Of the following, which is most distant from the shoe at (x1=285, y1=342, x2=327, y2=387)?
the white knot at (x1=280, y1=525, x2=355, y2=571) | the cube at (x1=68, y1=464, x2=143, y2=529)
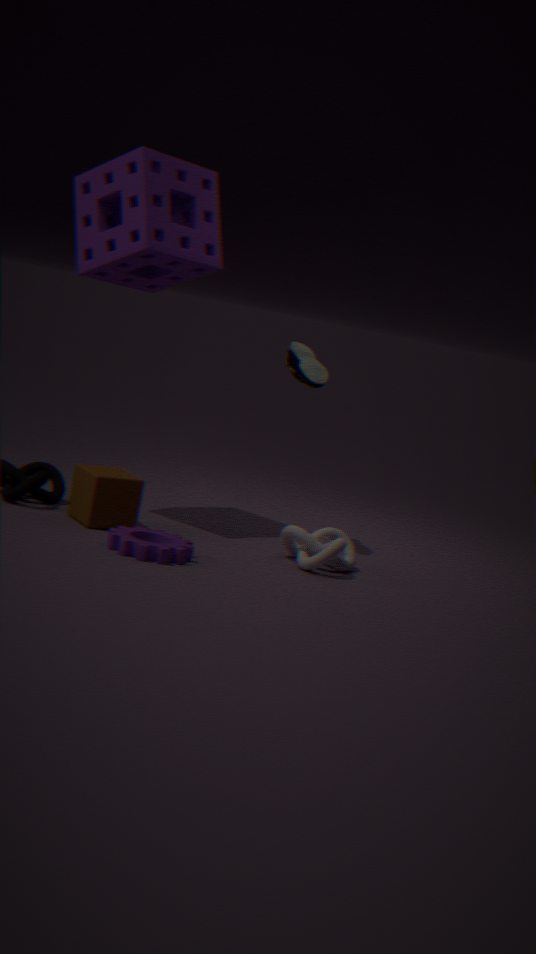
the cube at (x1=68, y1=464, x2=143, y2=529)
